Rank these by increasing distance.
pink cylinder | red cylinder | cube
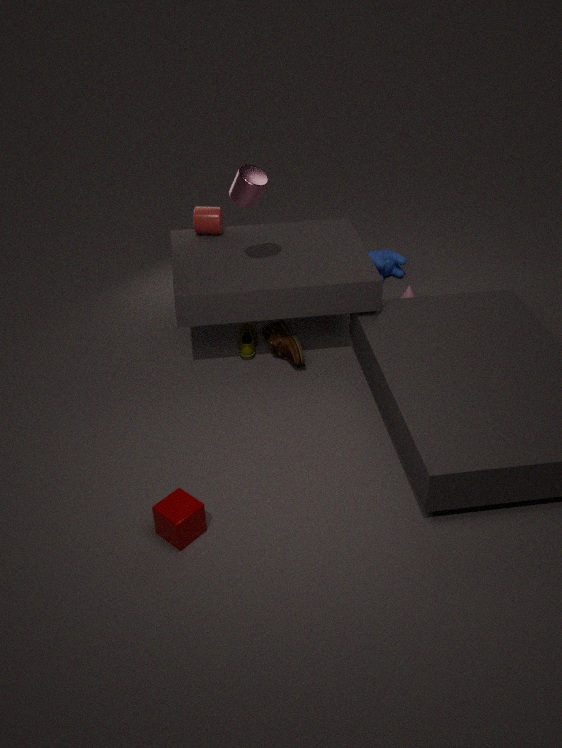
cube → pink cylinder → red cylinder
